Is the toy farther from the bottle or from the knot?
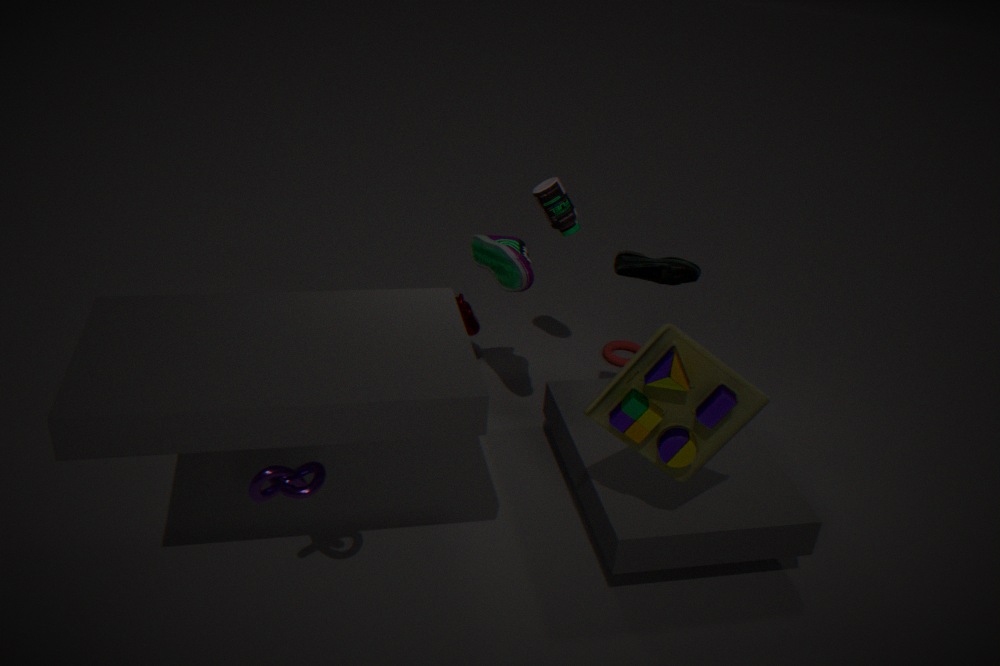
the bottle
